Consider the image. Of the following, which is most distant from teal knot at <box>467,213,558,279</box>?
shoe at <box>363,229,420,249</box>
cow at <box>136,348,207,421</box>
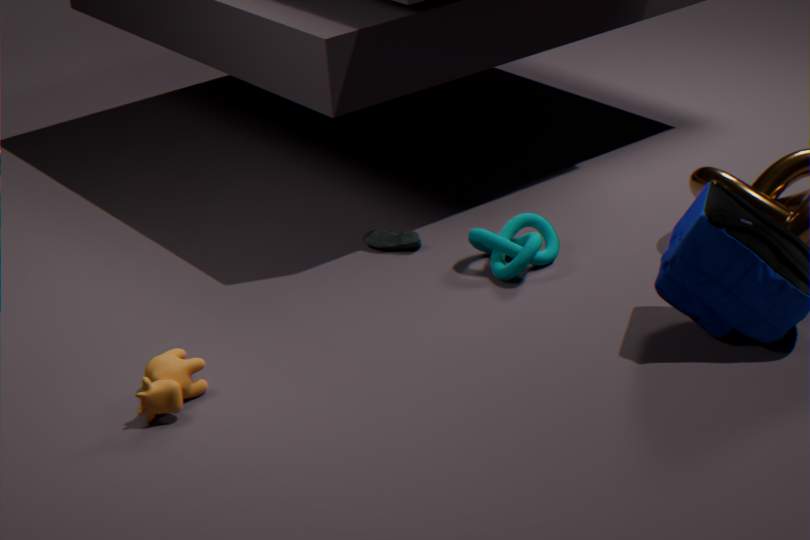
cow at <box>136,348,207,421</box>
